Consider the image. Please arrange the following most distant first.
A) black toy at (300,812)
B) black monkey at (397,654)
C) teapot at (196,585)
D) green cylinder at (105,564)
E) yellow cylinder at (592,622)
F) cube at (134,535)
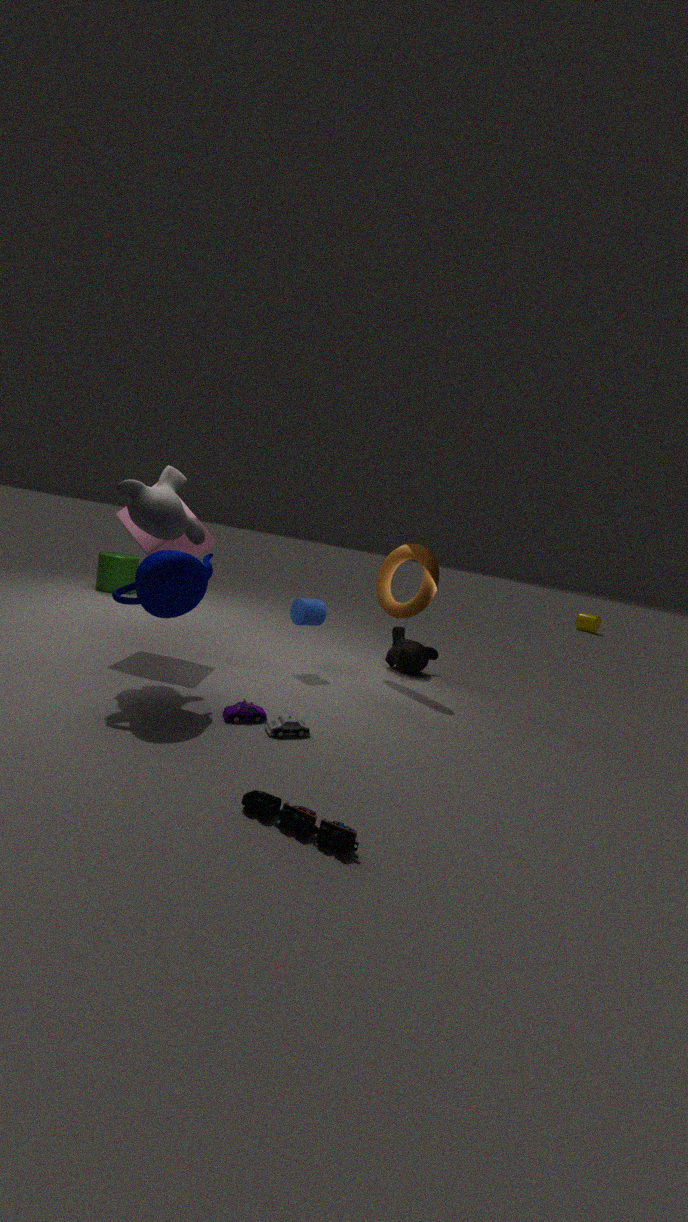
yellow cylinder at (592,622) < green cylinder at (105,564) < black monkey at (397,654) < cube at (134,535) < teapot at (196,585) < black toy at (300,812)
